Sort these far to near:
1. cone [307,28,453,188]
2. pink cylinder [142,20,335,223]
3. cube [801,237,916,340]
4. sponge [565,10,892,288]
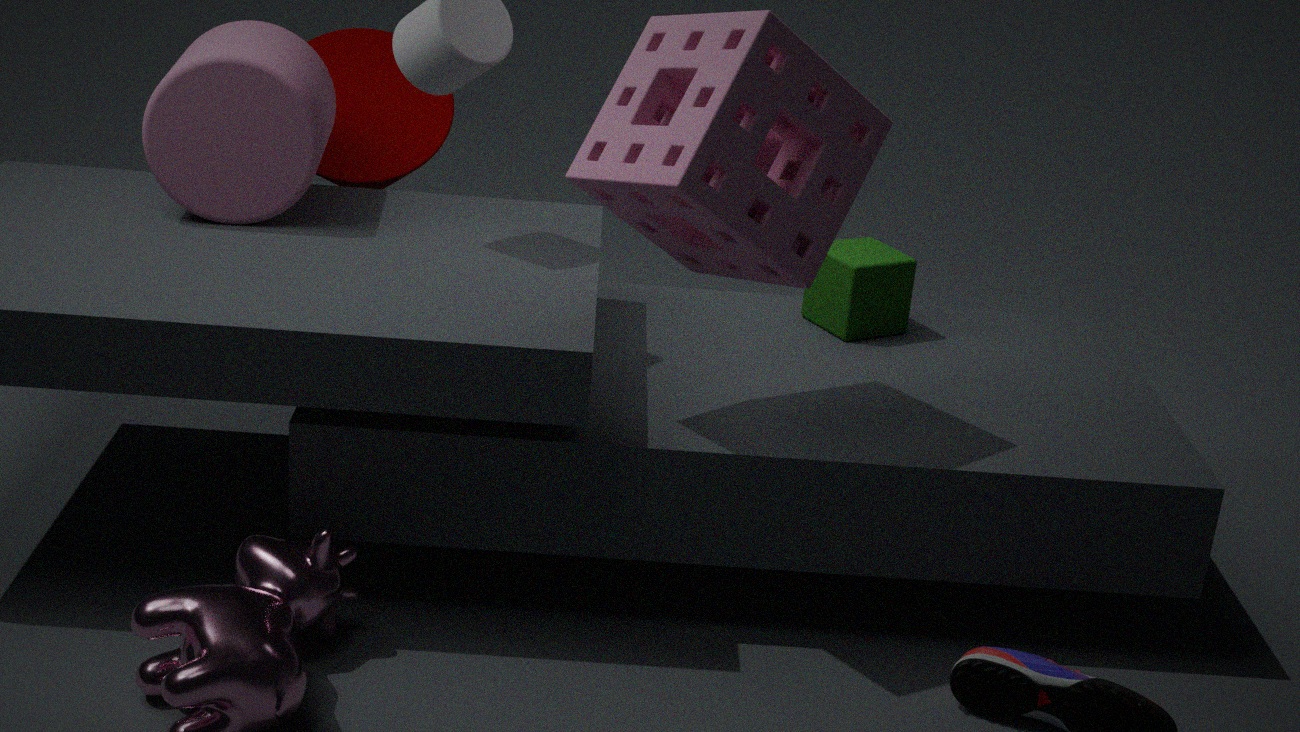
cone [307,28,453,188] → cube [801,237,916,340] → pink cylinder [142,20,335,223] → sponge [565,10,892,288]
